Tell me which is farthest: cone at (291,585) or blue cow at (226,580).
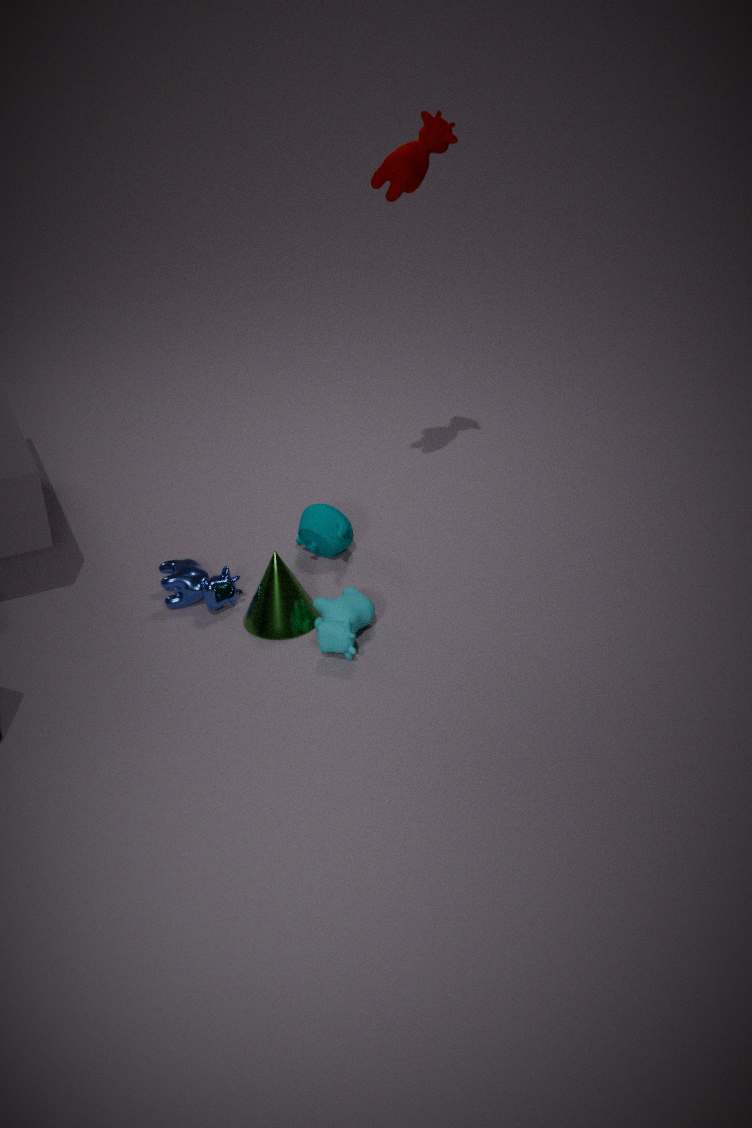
blue cow at (226,580)
